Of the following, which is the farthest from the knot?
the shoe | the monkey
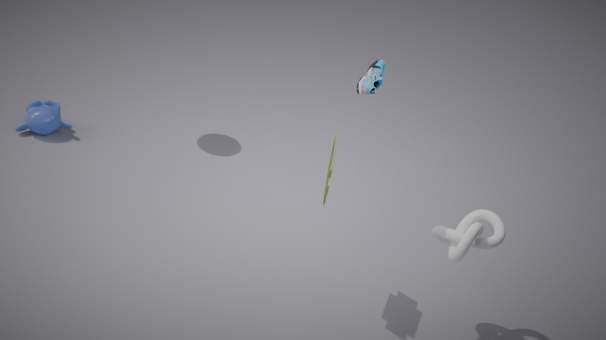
the monkey
